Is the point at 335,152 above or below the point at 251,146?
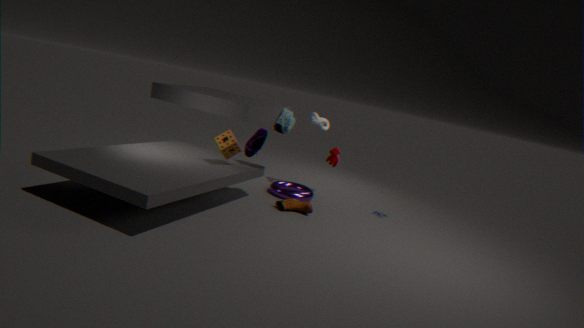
below
